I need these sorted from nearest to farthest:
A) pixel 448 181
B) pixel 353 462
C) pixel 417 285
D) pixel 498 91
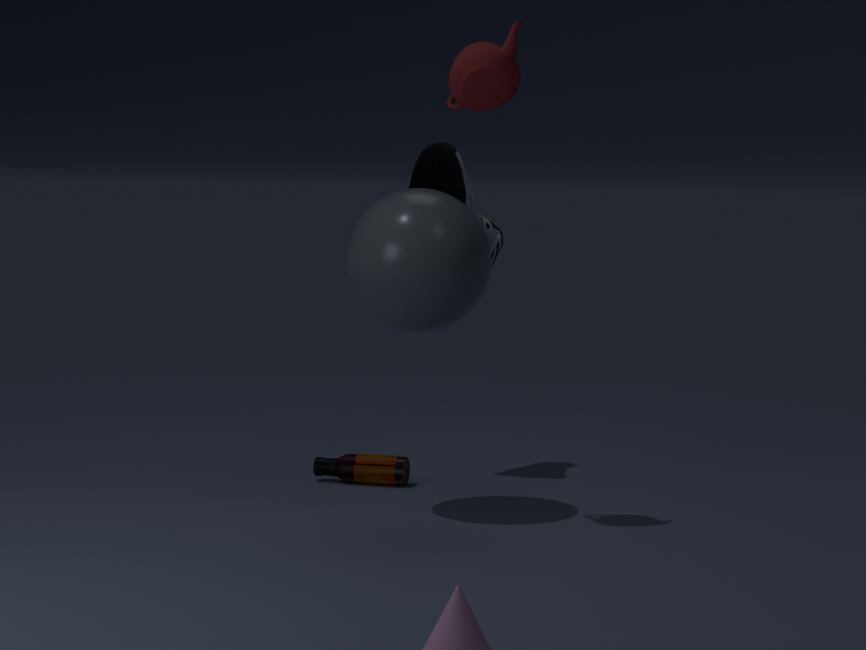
pixel 498 91 < pixel 417 285 < pixel 448 181 < pixel 353 462
